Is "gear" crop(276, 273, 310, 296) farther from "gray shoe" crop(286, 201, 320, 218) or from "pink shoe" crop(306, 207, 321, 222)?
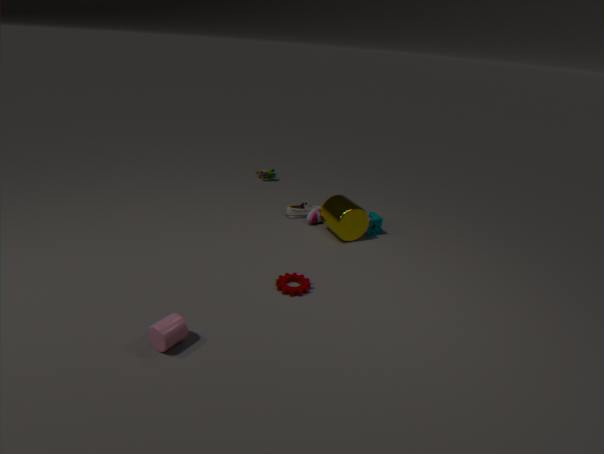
"gray shoe" crop(286, 201, 320, 218)
